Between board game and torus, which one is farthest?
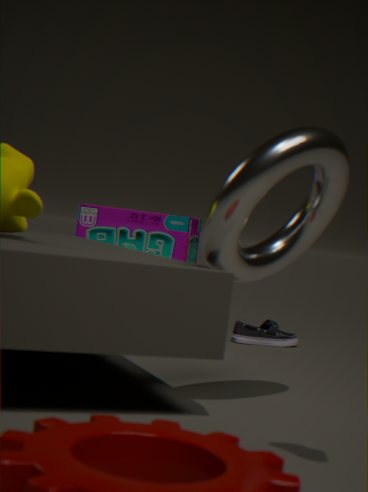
board game
